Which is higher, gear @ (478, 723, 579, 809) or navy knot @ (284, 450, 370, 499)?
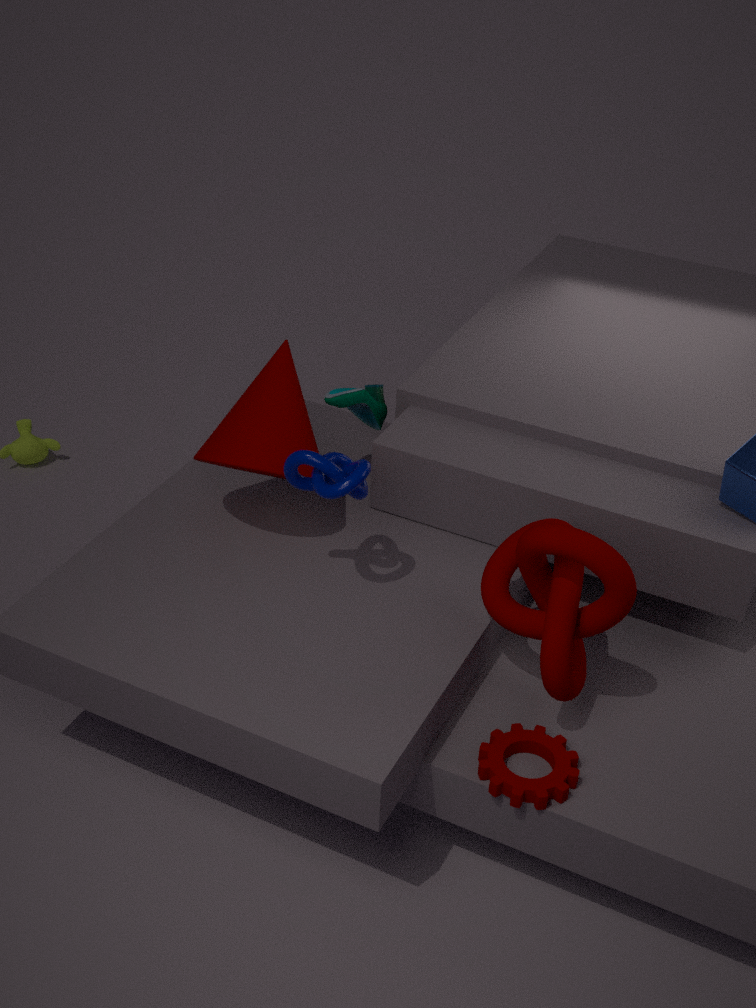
navy knot @ (284, 450, 370, 499)
